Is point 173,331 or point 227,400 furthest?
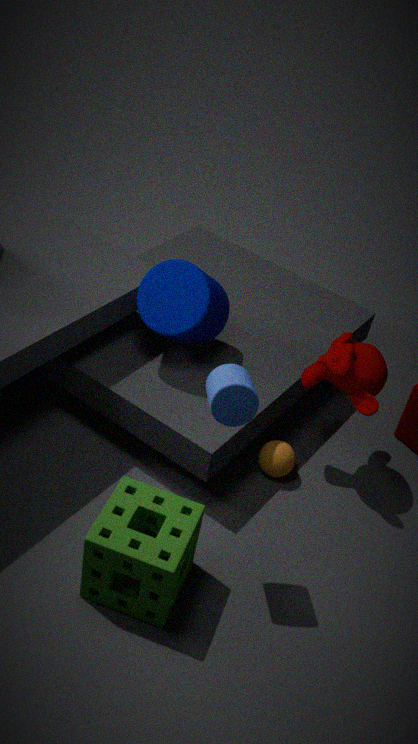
point 173,331
